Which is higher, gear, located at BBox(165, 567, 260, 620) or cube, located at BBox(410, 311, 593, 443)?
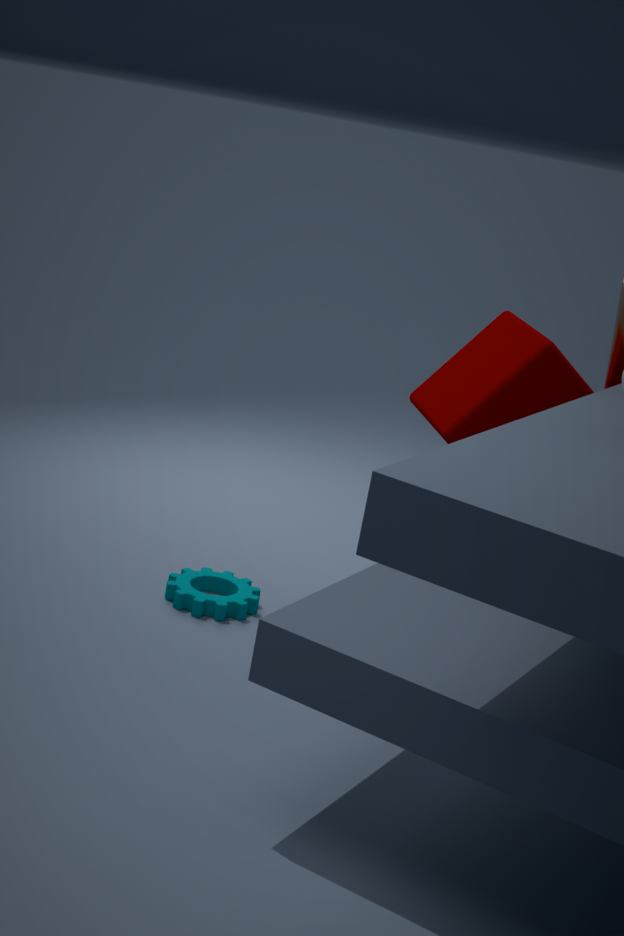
cube, located at BBox(410, 311, 593, 443)
